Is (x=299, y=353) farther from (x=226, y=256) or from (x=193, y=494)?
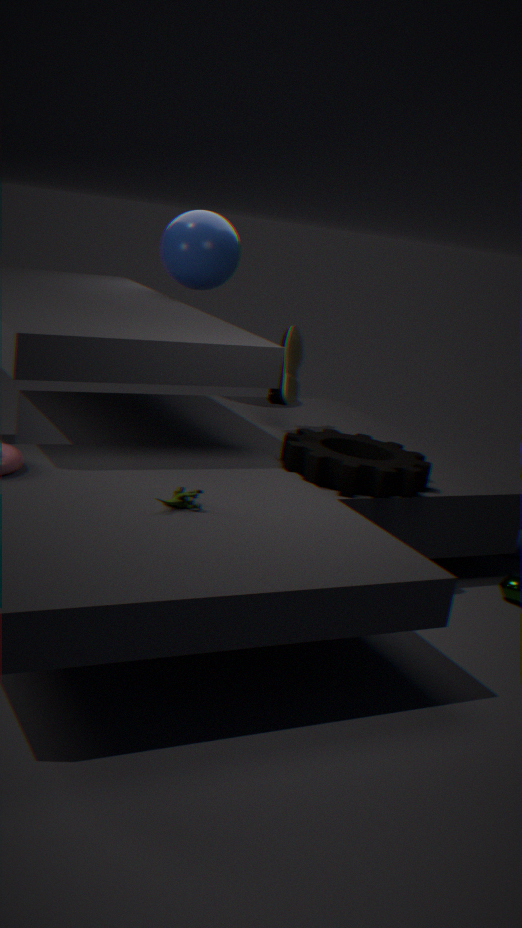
(x=193, y=494)
